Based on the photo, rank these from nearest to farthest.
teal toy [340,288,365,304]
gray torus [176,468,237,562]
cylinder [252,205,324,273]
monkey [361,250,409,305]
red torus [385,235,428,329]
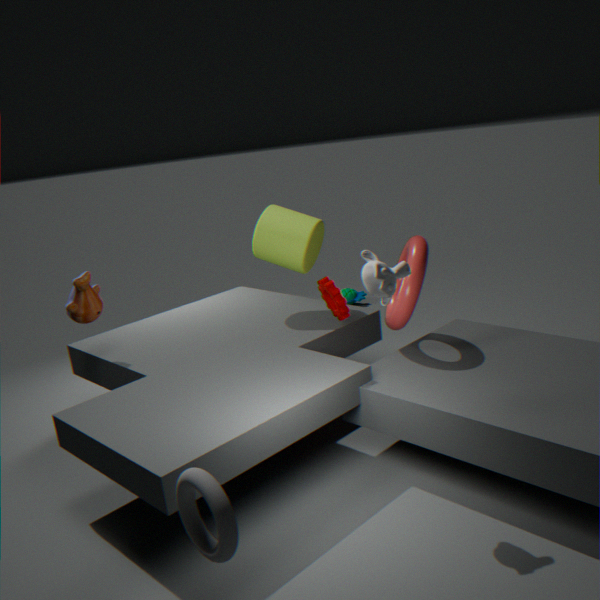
gray torus [176,468,237,562]
monkey [361,250,409,305]
red torus [385,235,428,329]
cylinder [252,205,324,273]
teal toy [340,288,365,304]
